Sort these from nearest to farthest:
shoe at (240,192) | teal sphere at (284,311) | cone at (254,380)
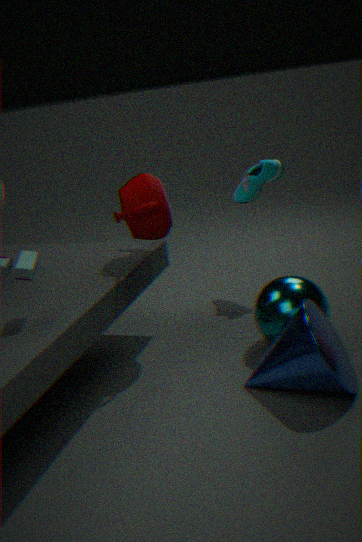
cone at (254,380), teal sphere at (284,311), shoe at (240,192)
